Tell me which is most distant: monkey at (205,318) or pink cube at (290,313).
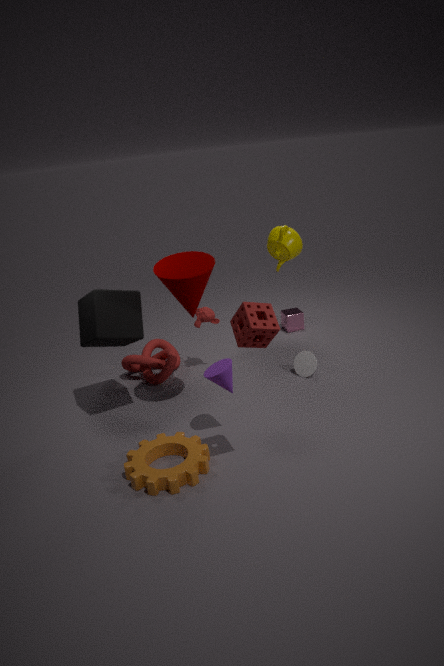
pink cube at (290,313)
